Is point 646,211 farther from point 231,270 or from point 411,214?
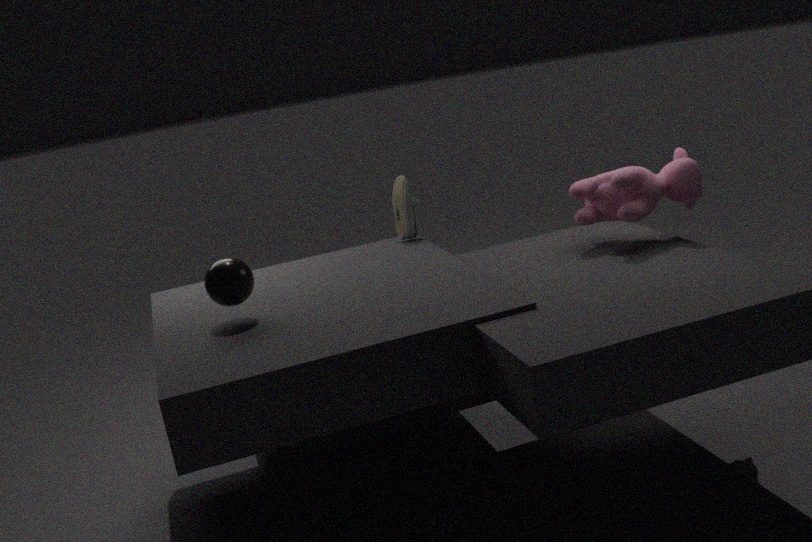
point 231,270
